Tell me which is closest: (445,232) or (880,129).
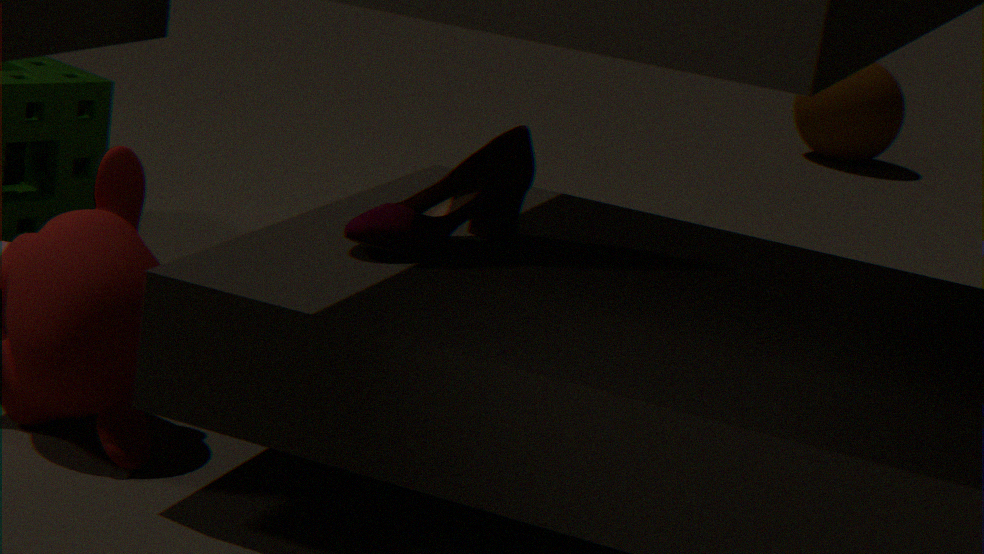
(445,232)
